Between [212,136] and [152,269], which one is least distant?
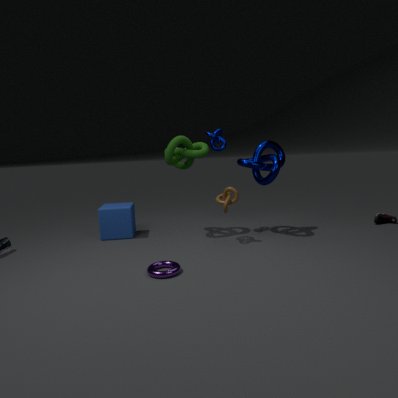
[152,269]
